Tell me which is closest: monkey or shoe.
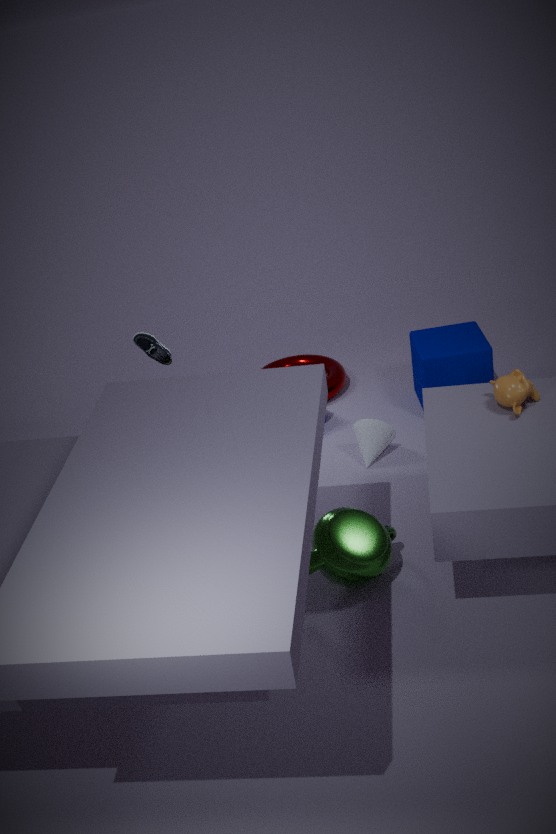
monkey
